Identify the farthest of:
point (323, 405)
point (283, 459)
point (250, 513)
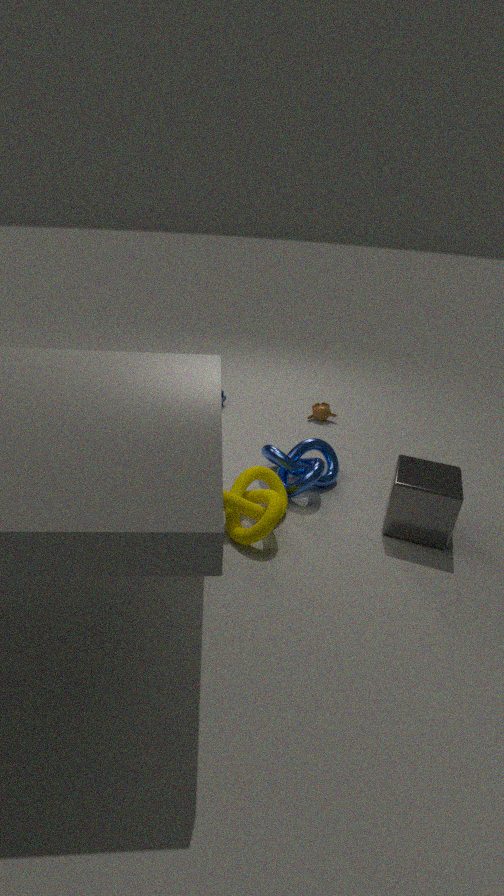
point (323, 405)
